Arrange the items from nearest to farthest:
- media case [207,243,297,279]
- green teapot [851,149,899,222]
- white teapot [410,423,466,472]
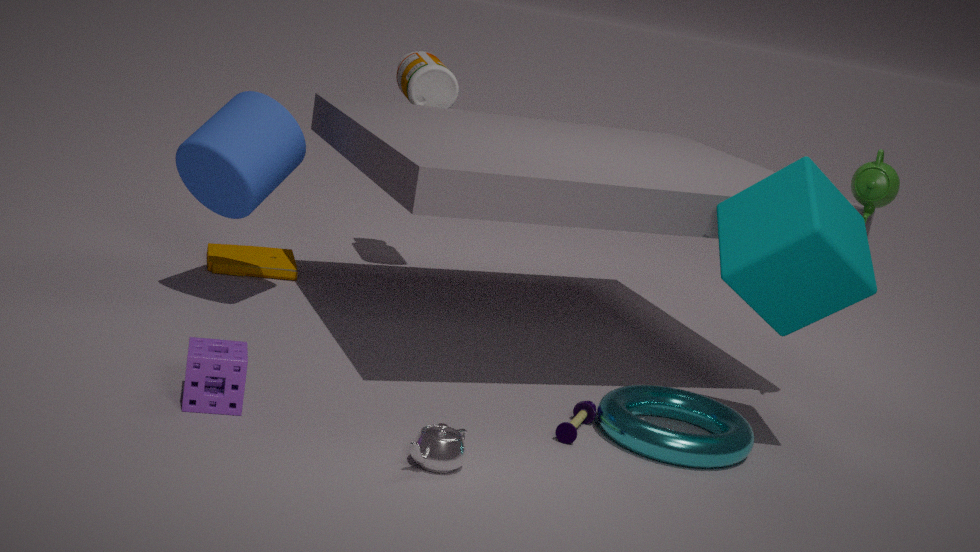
white teapot [410,423,466,472] → green teapot [851,149,899,222] → media case [207,243,297,279]
